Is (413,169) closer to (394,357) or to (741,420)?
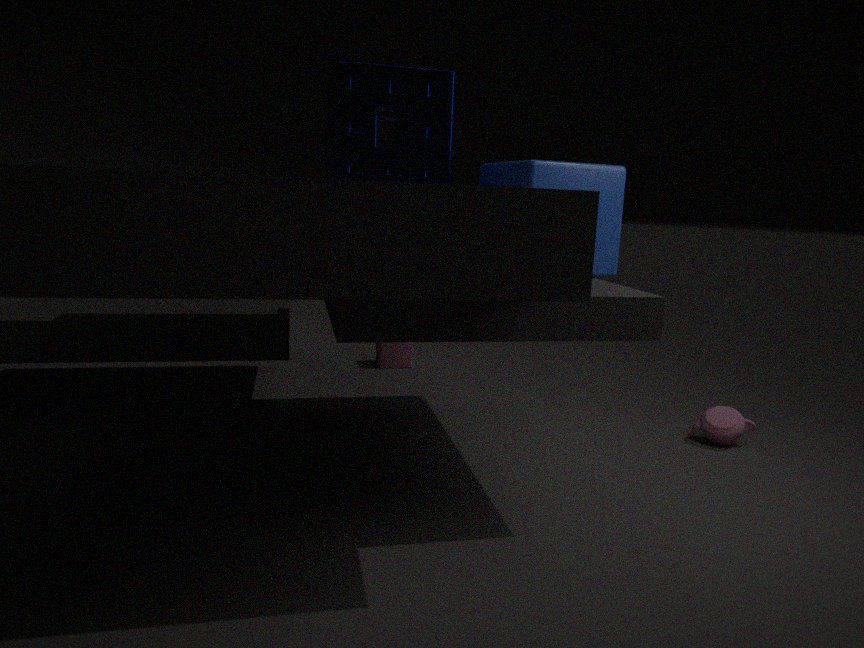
(394,357)
